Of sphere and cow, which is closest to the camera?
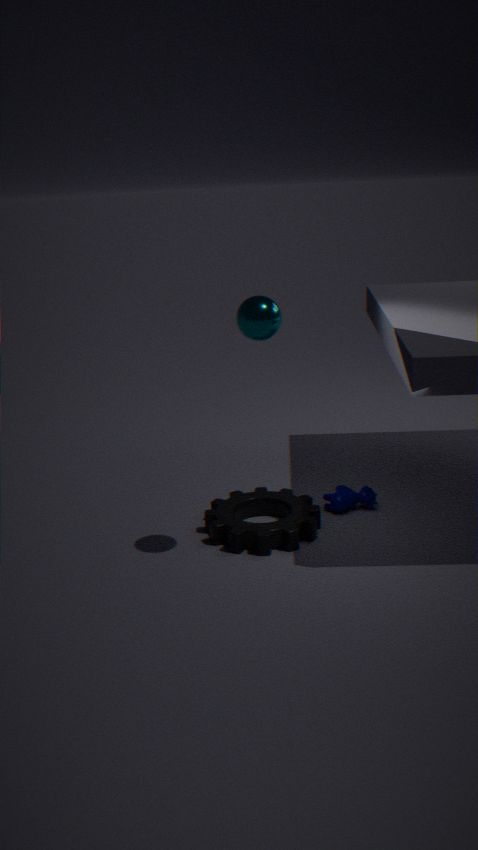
sphere
